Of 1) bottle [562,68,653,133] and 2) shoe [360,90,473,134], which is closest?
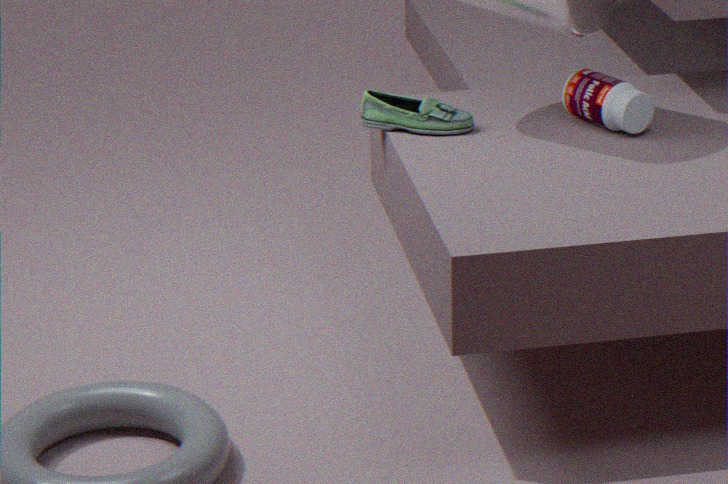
1. bottle [562,68,653,133]
